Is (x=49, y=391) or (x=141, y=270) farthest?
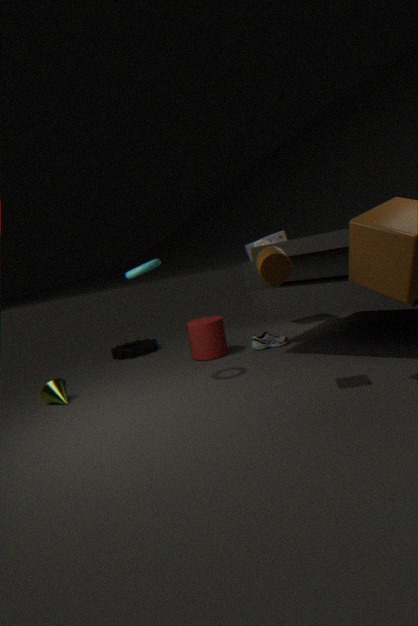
(x=49, y=391)
